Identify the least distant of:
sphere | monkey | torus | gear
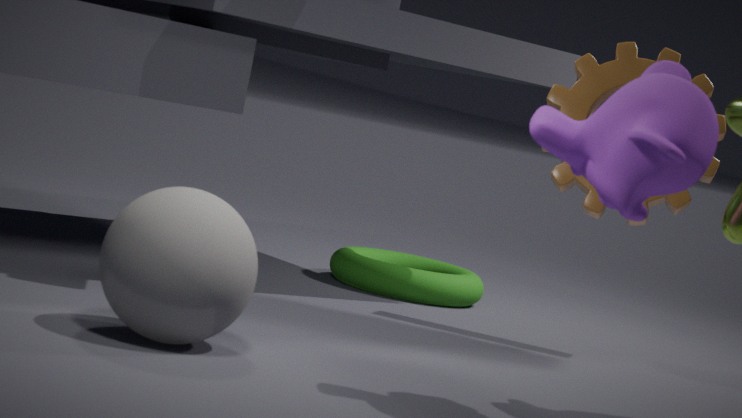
monkey
